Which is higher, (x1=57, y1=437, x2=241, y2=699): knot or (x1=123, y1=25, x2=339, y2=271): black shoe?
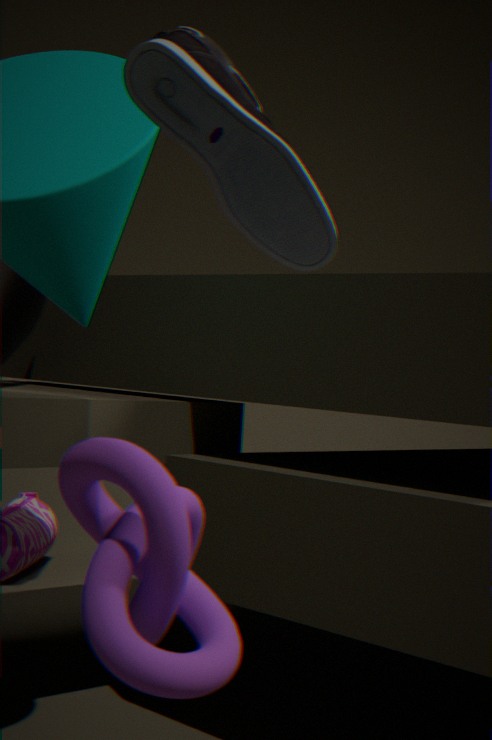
(x1=123, y1=25, x2=339, y2=271): black shoe
